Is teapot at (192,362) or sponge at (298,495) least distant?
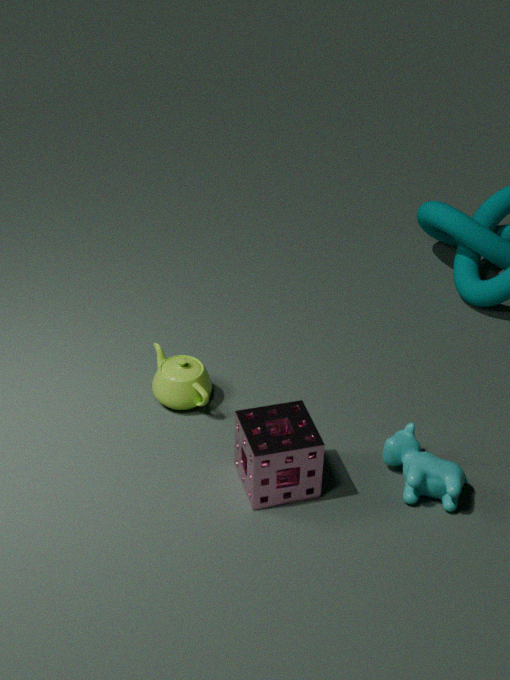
sponge at (298,495)
